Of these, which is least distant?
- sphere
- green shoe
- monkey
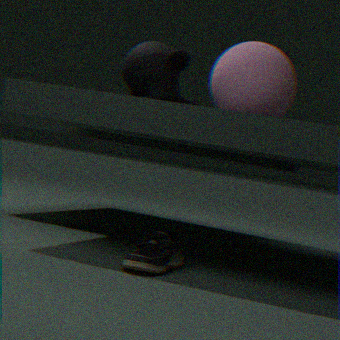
green shoe
